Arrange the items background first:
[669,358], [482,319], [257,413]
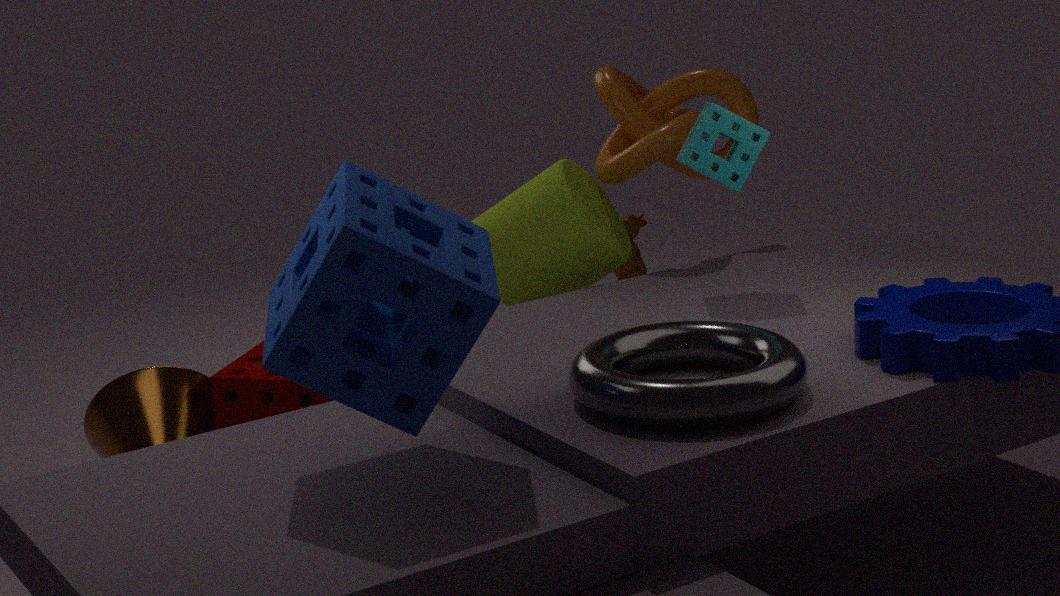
[257,413]
[669,358]
[482,319]
